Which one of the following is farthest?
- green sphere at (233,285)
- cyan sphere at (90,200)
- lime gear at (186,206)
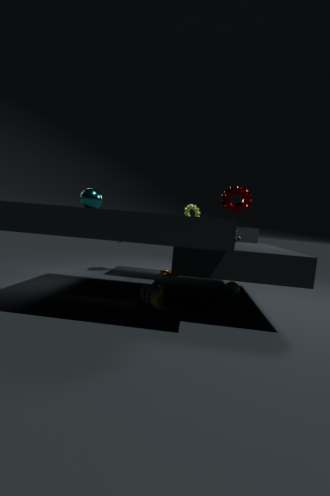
lime gear at (186,206)
